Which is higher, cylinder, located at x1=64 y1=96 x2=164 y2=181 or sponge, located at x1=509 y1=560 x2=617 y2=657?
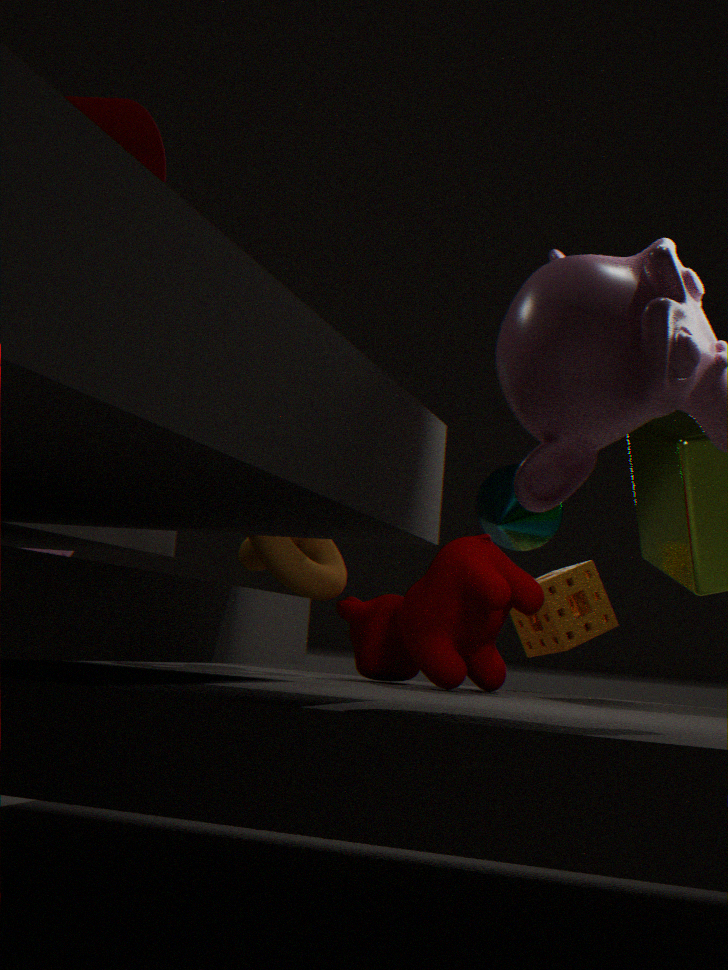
cylinder, located at x1=64 y1=96 x2=164 y2=181
